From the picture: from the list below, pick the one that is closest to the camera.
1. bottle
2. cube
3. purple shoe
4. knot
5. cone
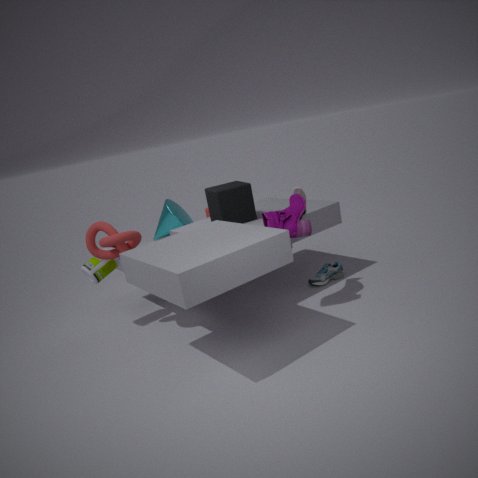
purple shoe
